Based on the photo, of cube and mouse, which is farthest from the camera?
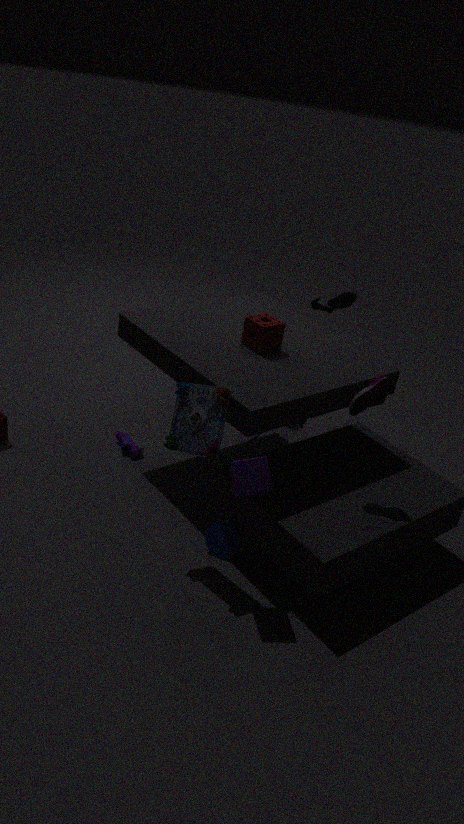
mouse
